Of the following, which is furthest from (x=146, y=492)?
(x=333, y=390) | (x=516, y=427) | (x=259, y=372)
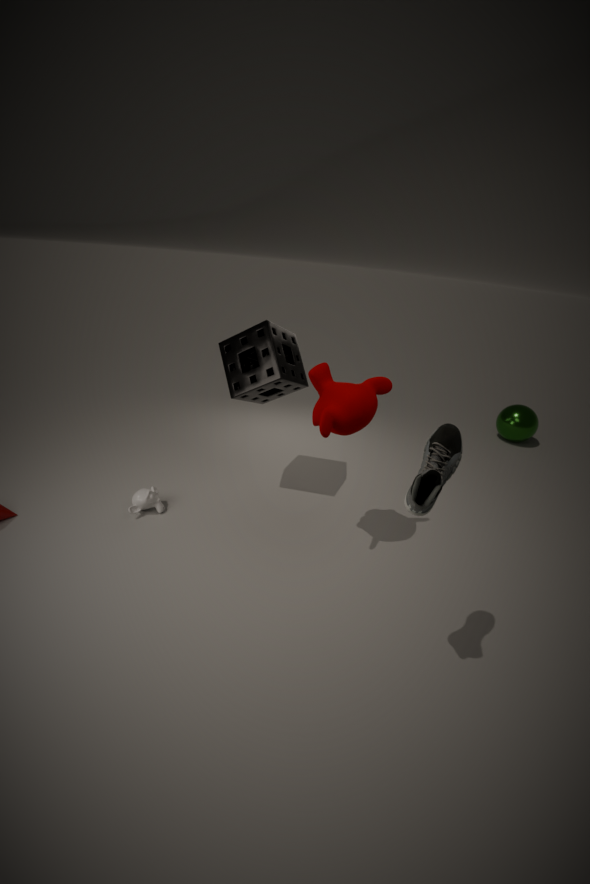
(x=516, y=427)
